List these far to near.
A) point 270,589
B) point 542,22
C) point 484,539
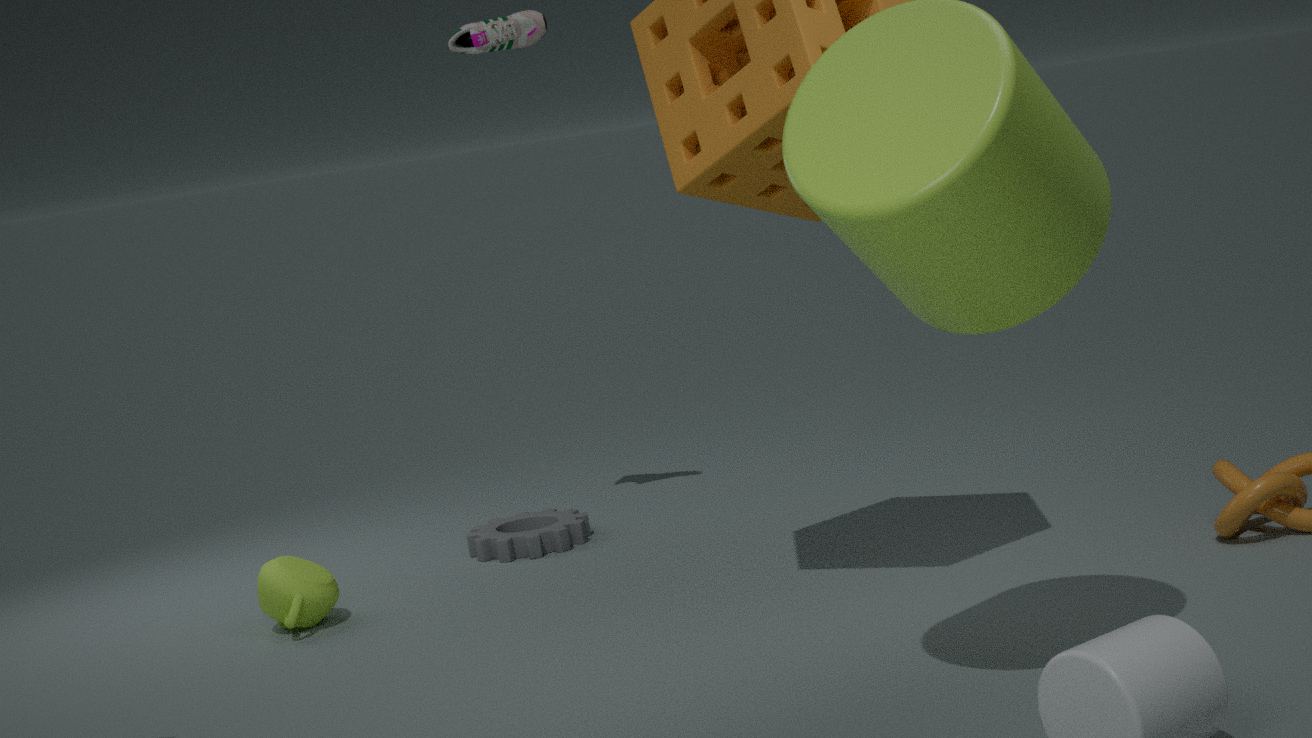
point 484,539 < point 542,22 < point 270,589
